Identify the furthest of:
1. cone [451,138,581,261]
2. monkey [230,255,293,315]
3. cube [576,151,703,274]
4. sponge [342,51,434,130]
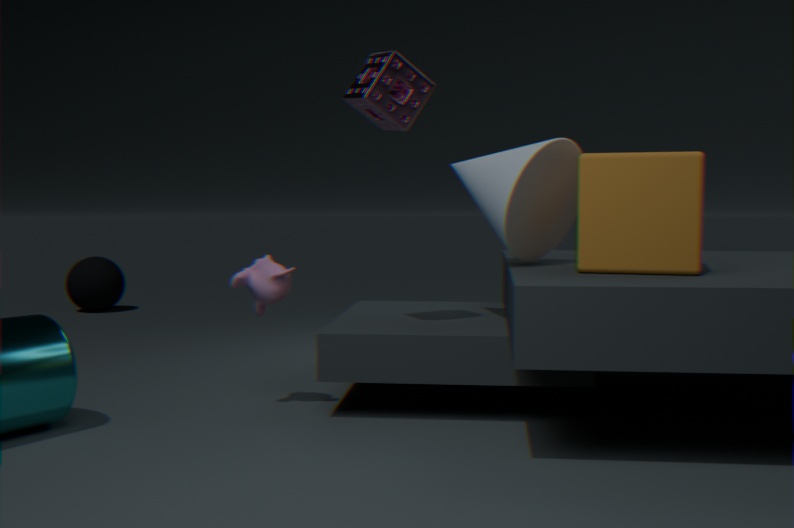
monkey [230,255,293,315]
